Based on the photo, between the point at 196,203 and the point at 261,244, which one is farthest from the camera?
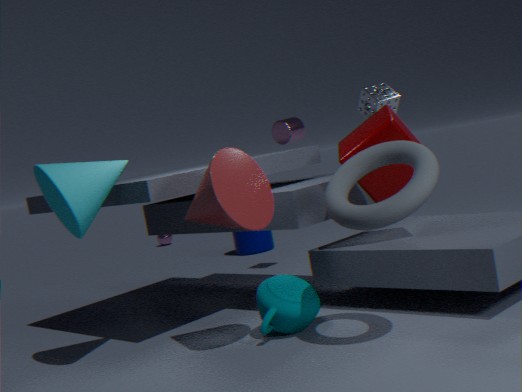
the point at 261,244
